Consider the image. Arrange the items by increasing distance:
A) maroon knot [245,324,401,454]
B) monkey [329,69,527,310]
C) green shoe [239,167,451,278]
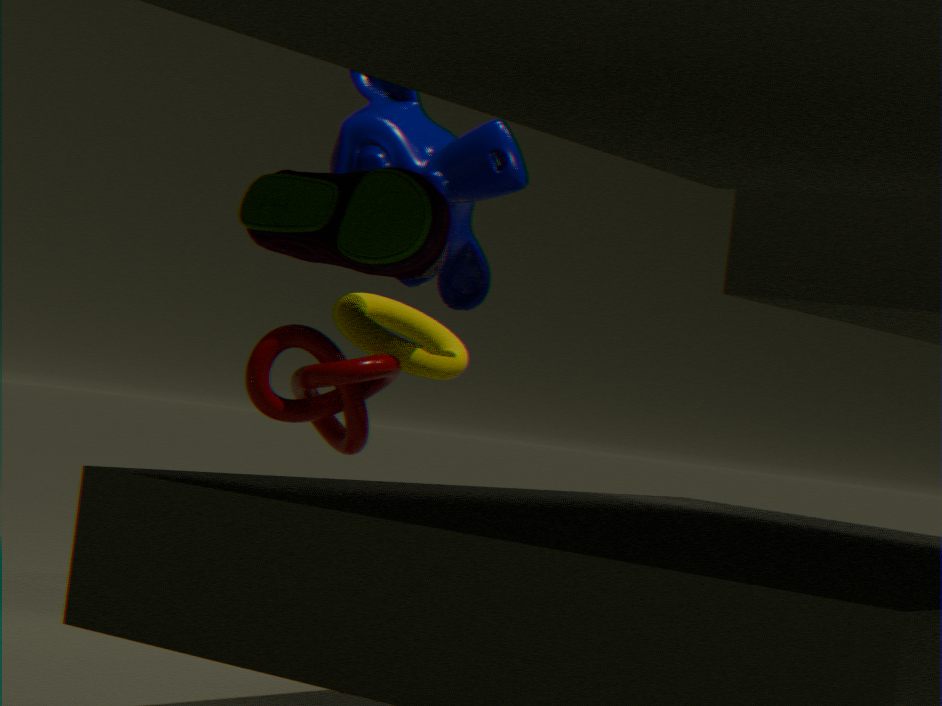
green shoe [239,167,451,278], monkey [329,69,527,310], maroon knot [245,324,401,454]
